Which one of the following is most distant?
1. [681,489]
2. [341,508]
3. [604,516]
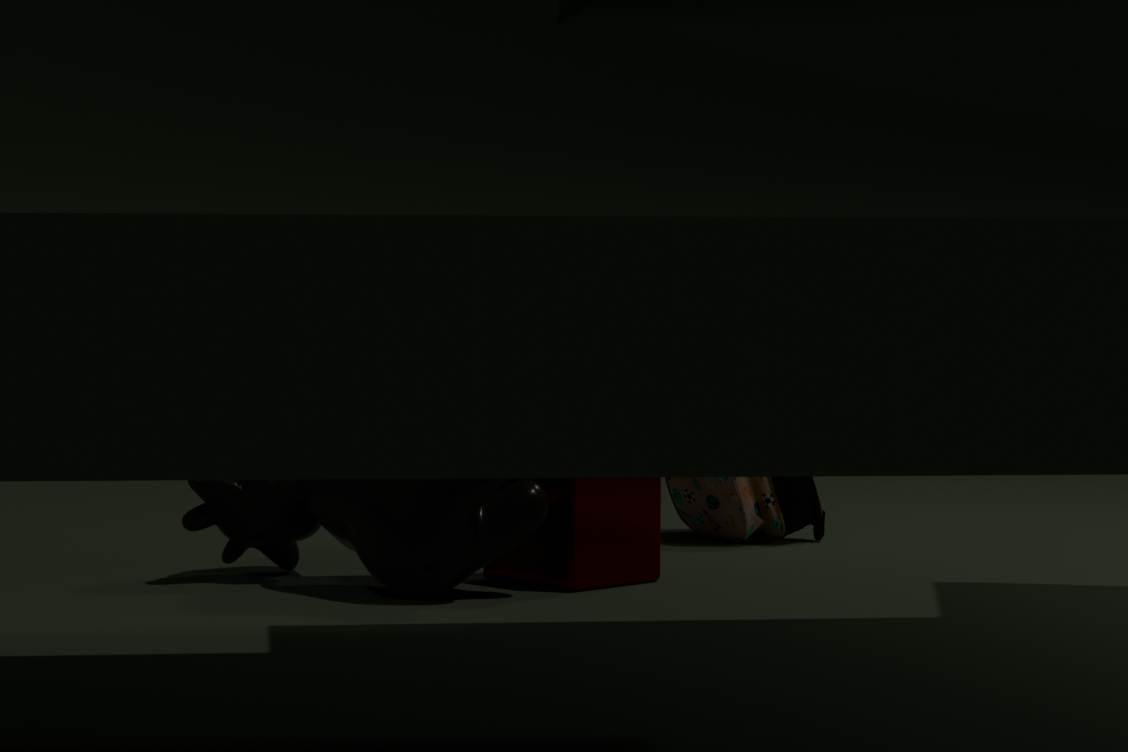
[681,489]
